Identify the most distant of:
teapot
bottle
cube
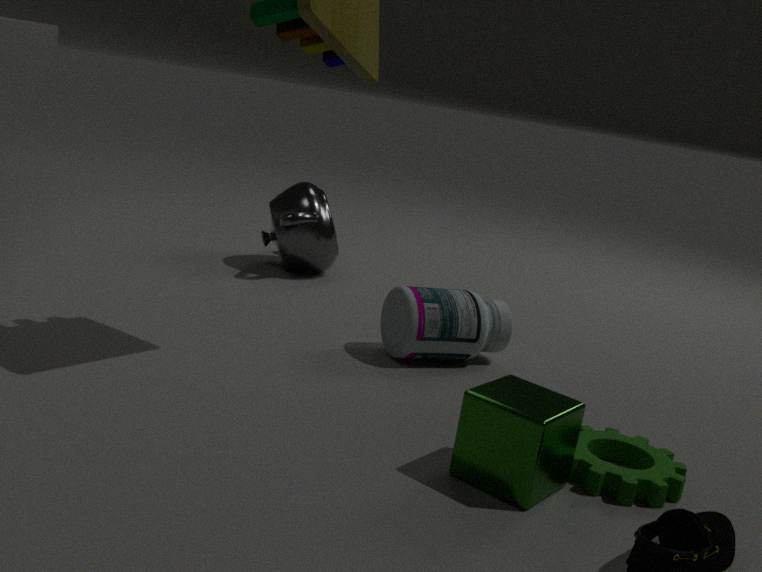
teapot
